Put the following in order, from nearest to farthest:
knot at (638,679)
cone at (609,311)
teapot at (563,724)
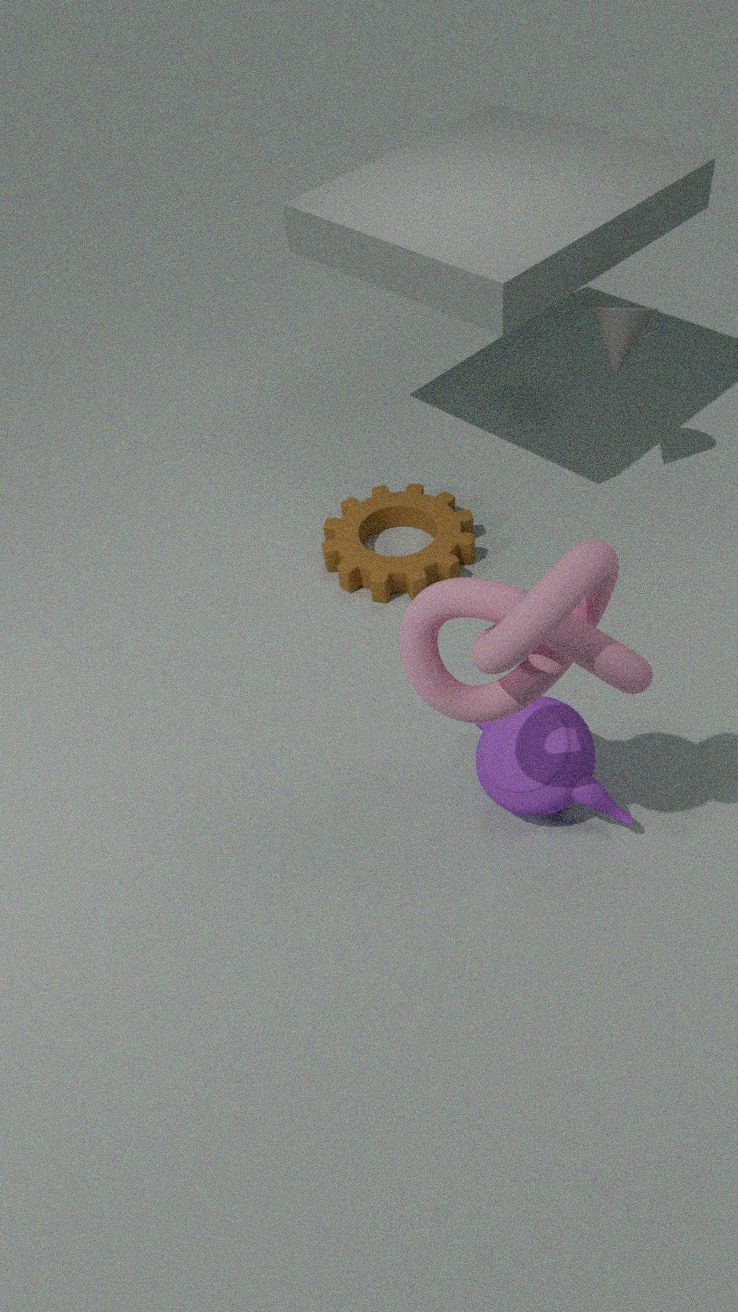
knot at (638,679), teapot at (563,724), cone at (609,311)
